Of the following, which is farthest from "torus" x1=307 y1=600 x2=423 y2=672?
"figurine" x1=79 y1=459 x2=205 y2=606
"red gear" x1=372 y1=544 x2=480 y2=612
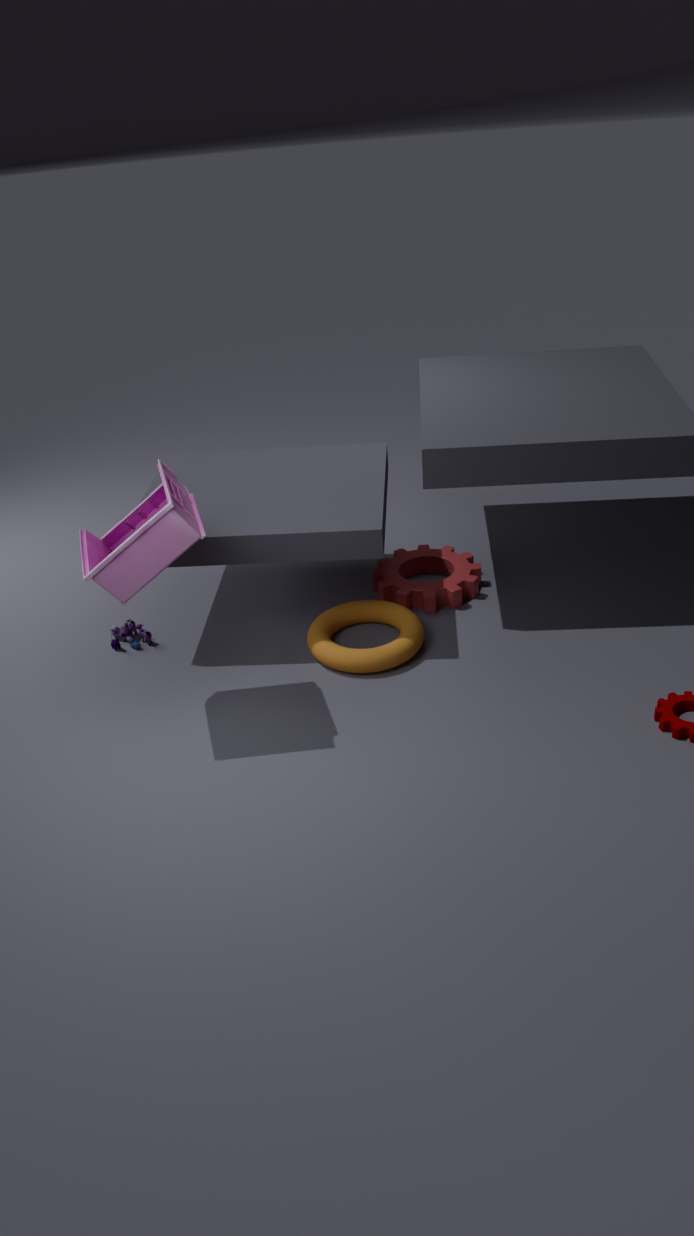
"figurine" x1=79 y1=459 x2=205 y2=606
